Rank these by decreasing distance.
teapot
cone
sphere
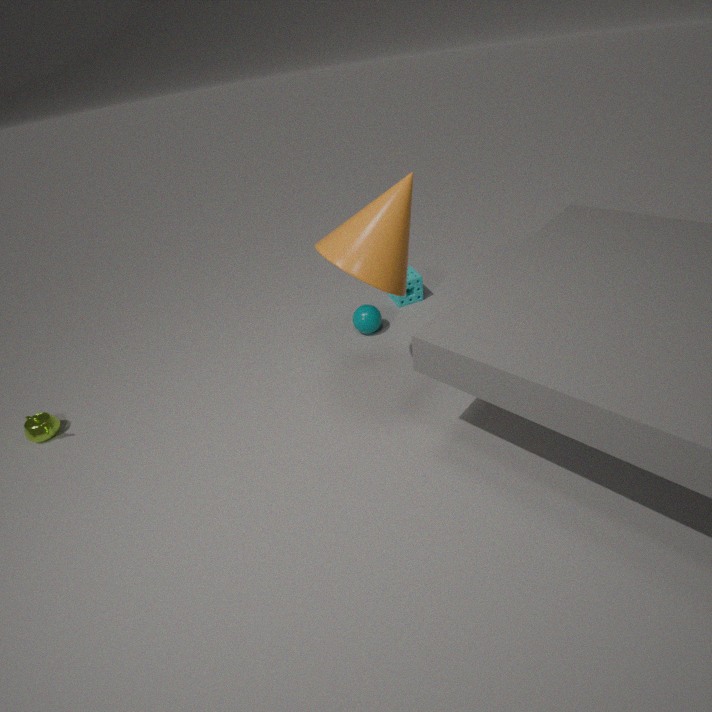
sphere, teapot, cone
